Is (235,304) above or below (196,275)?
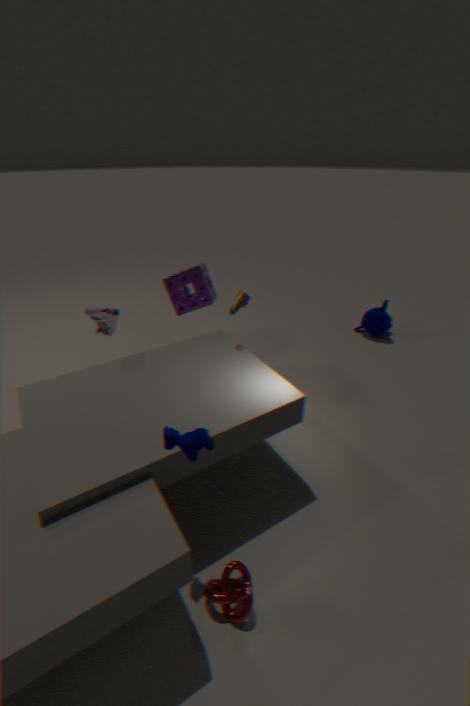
above
